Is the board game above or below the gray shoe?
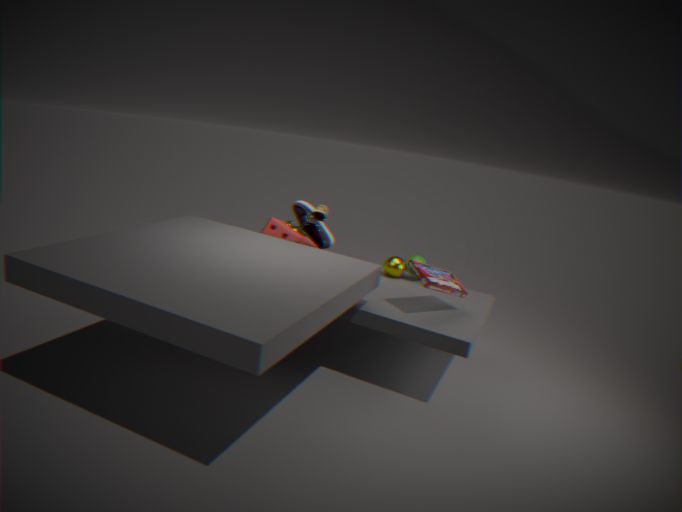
below
